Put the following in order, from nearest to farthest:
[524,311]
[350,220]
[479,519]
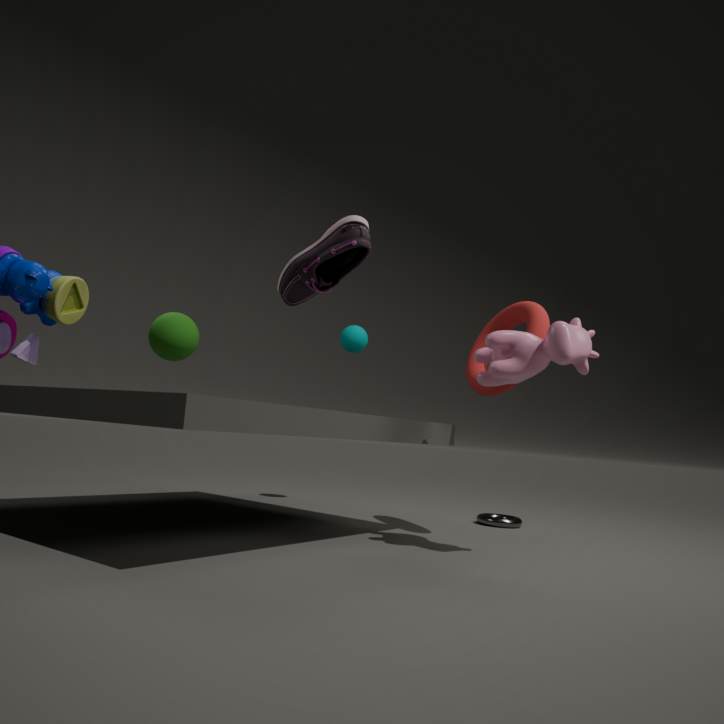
[350,220], [524,311], [479,519]
